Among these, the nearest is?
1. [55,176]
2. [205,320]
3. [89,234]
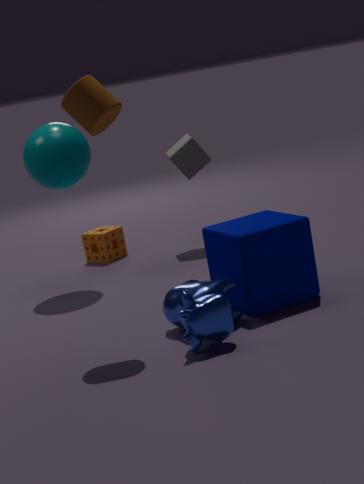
[205,320]
